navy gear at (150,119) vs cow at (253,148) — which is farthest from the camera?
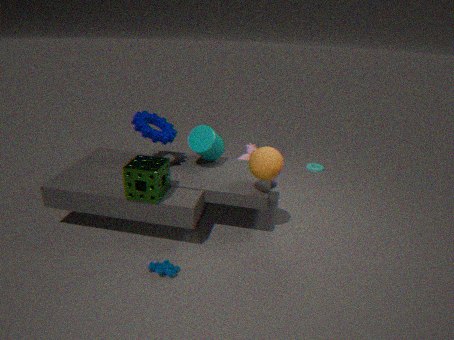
cow at (253,148)
